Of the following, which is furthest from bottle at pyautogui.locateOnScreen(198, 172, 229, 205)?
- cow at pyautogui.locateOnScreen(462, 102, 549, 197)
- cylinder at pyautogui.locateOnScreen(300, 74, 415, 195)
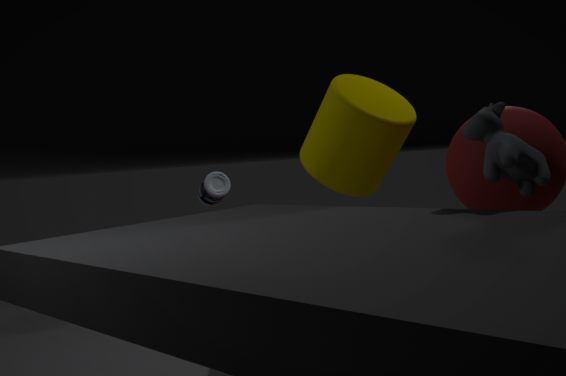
cow at pyautogui.locateOnScreen(462, 102, 549, 197)
